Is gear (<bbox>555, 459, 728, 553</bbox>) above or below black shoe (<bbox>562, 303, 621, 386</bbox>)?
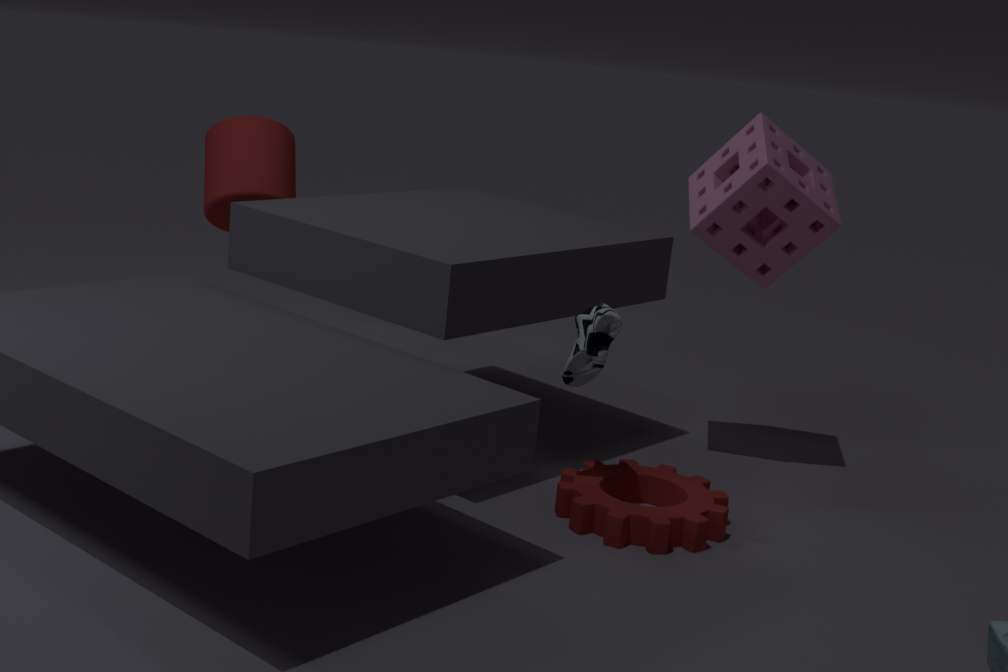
below
